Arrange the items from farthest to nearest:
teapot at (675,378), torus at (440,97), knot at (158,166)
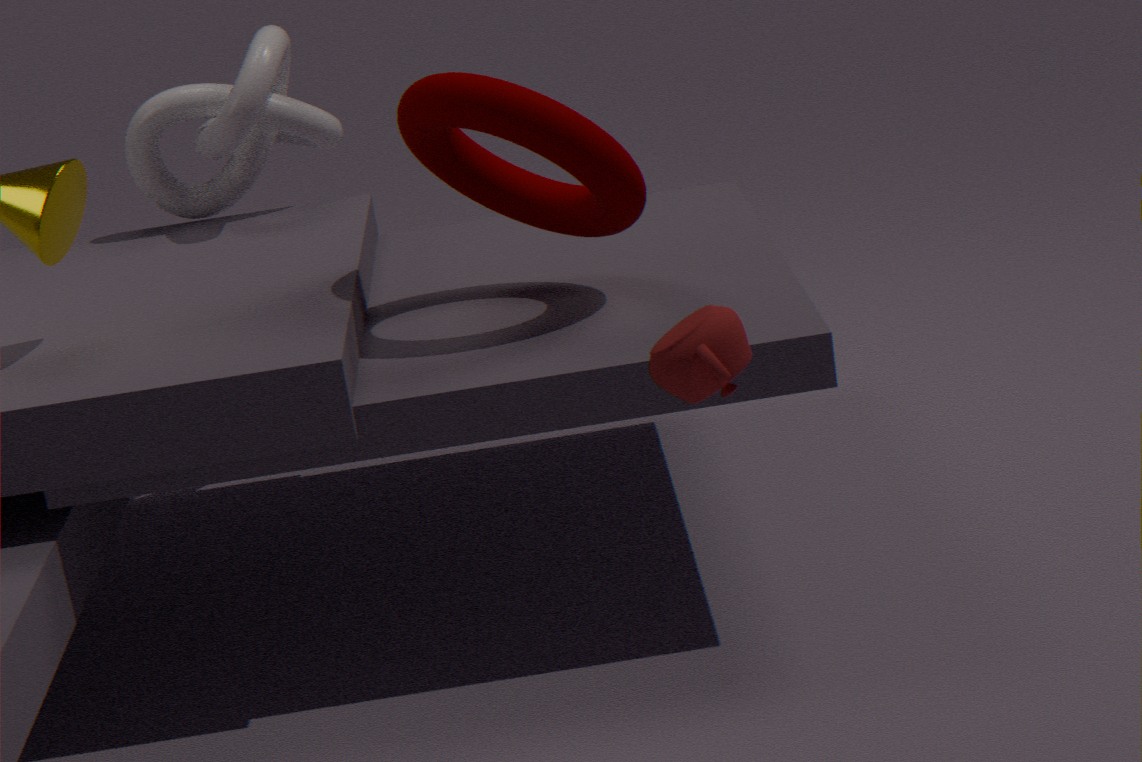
knot at (158,166) → torus at (440,97) → teapot at (675,378)
